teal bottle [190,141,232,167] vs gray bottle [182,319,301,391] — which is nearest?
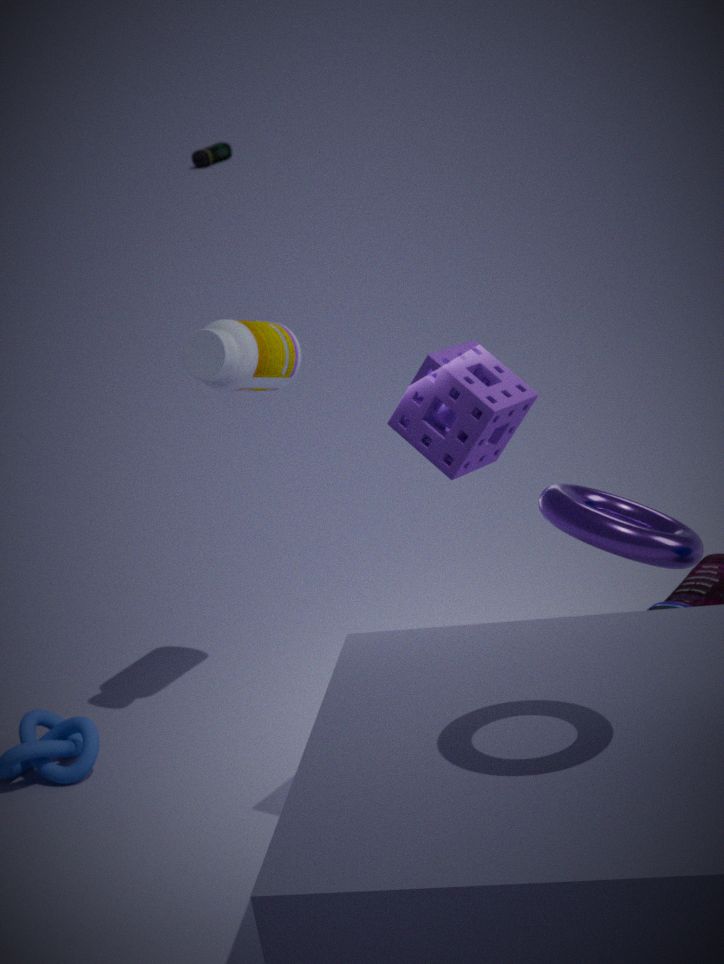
gray bottle [182,319,301,391]
